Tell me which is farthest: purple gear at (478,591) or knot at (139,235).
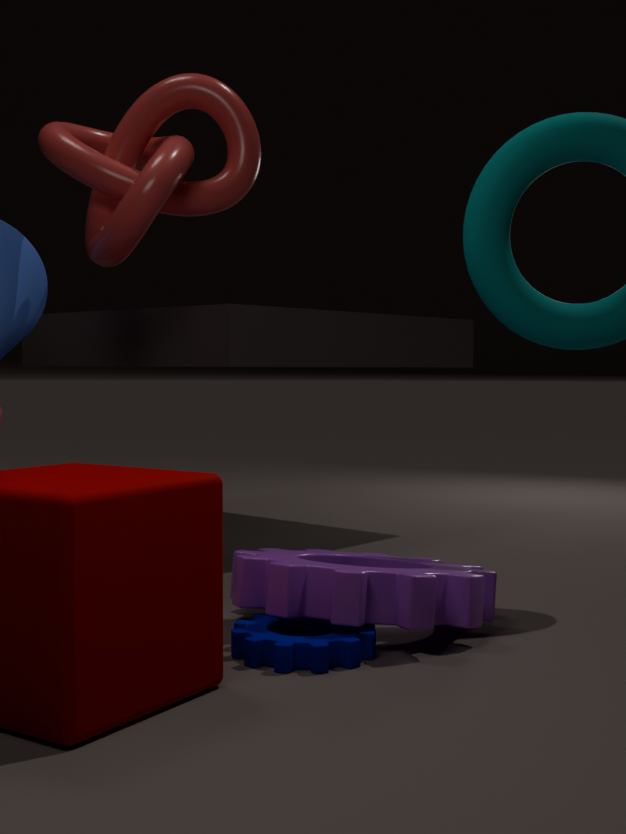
knot at (139,235)
